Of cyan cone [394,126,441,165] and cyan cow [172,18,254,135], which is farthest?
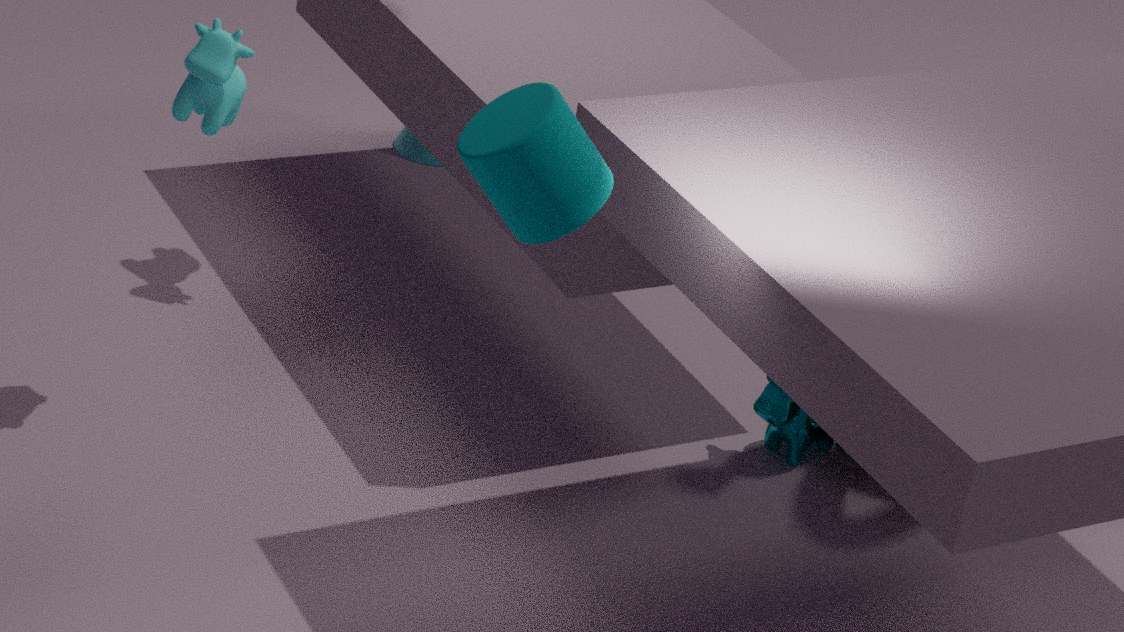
cyan cone [394,126,441,165]
